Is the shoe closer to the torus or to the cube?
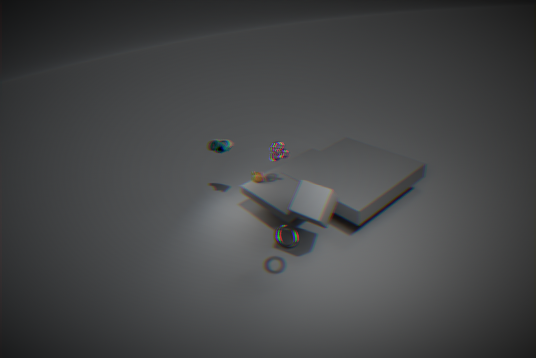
the cube
